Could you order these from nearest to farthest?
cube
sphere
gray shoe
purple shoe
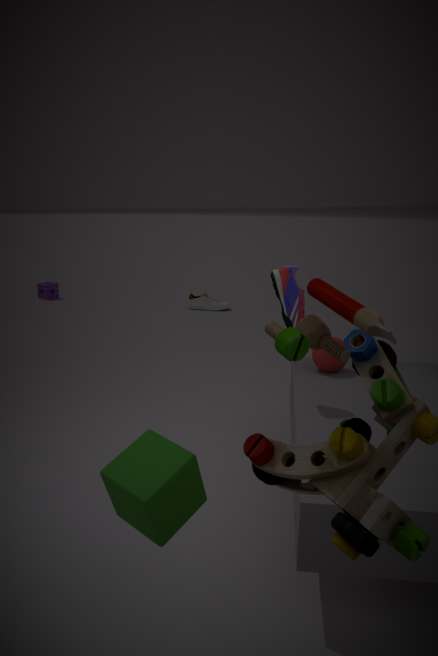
1. cube
2. purple shoe
3. sphere
4. gray shoe
